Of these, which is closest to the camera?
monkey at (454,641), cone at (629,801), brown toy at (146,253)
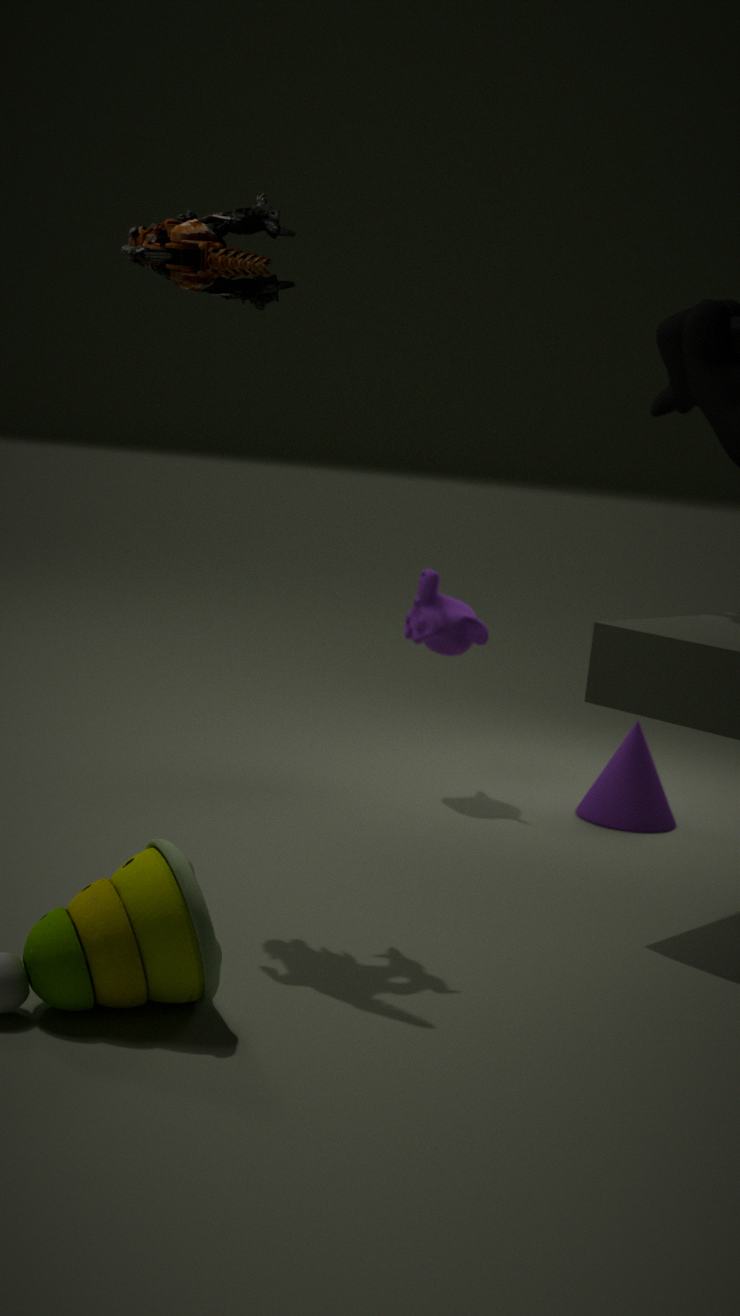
brown toy at (146,253)
